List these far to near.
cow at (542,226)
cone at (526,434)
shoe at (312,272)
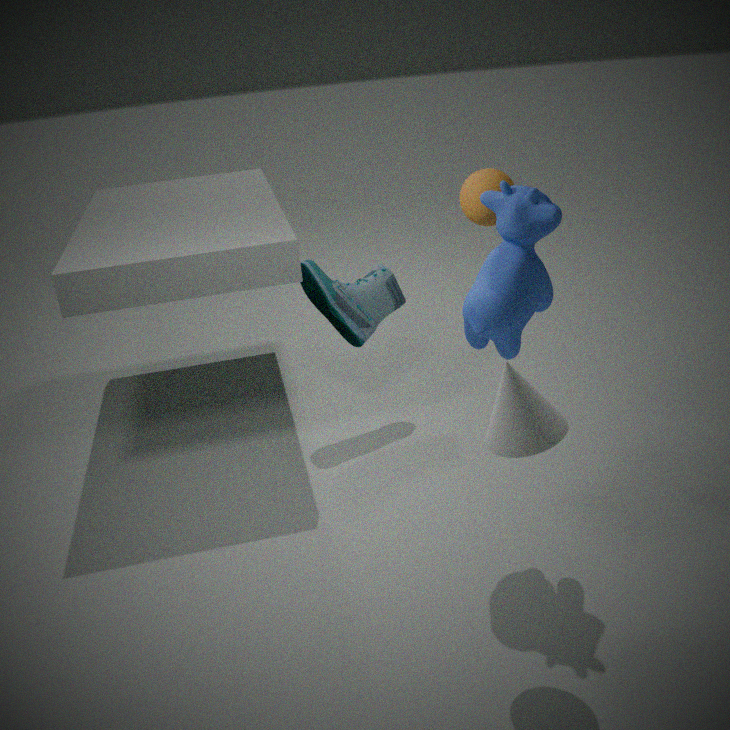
1. shoe at (312,272)
2. cow at (542,226)
3. cone at (526,434)
